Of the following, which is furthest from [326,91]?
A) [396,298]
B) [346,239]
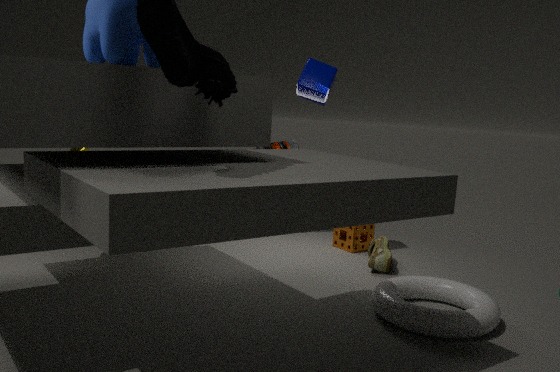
[396,298]
